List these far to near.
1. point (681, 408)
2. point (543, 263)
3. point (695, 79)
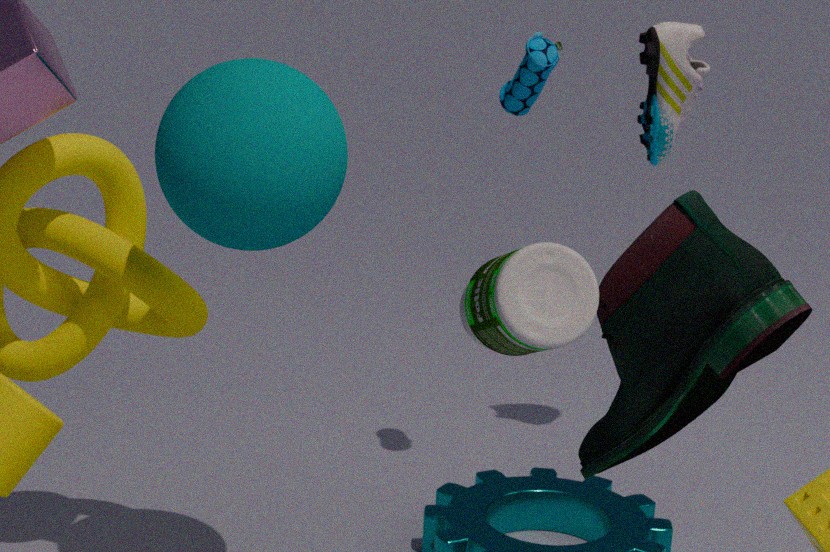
point (695, 79), point (681, 408), point (543, 263)
